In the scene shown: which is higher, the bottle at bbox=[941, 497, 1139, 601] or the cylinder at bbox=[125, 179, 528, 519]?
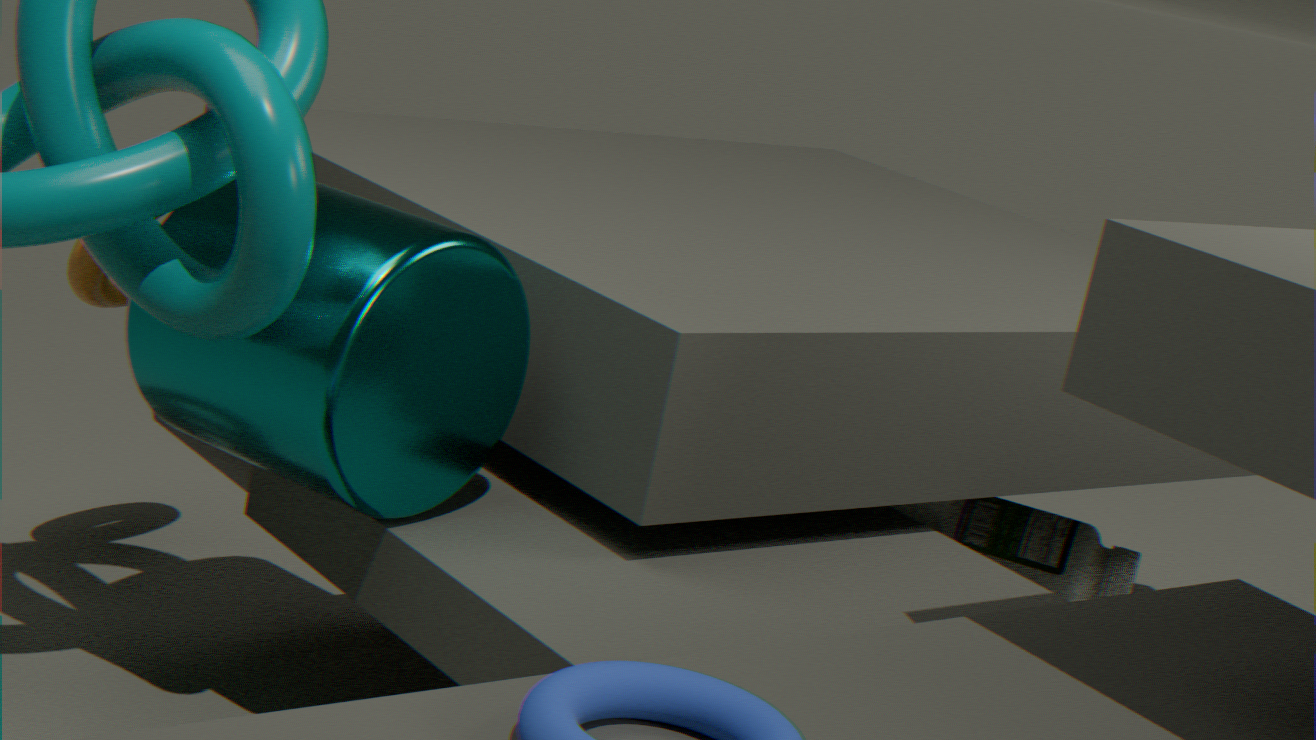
the cylinder at bbox=[125, 179, 528, 519]
